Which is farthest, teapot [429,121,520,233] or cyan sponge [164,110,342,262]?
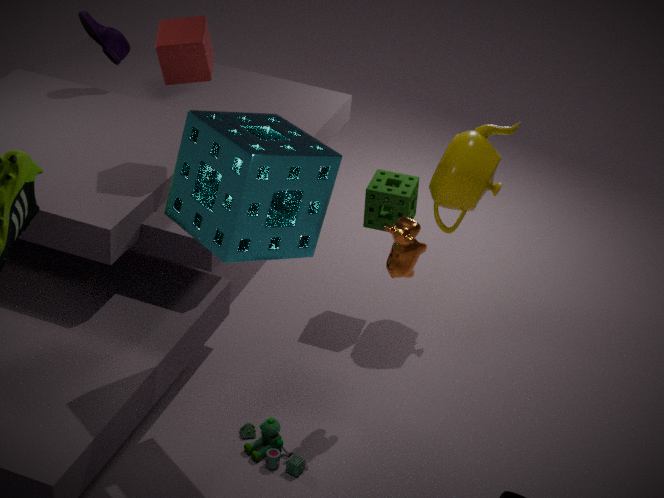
teapot [429,121,520,233]
